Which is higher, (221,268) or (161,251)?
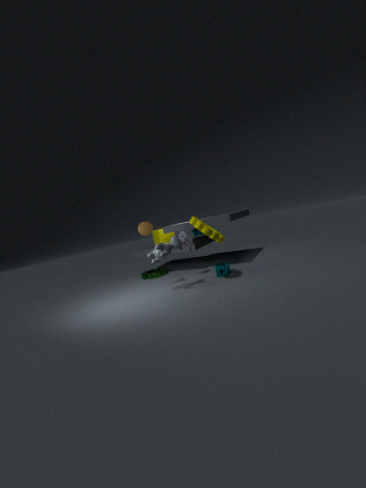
(161,251)
